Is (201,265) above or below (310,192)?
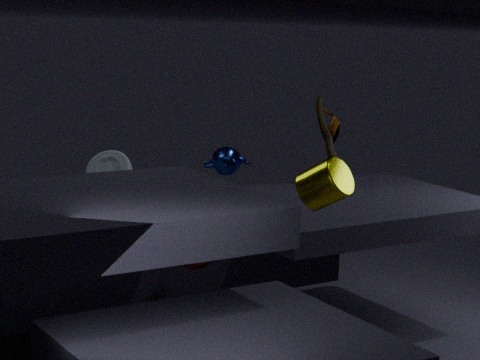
below
